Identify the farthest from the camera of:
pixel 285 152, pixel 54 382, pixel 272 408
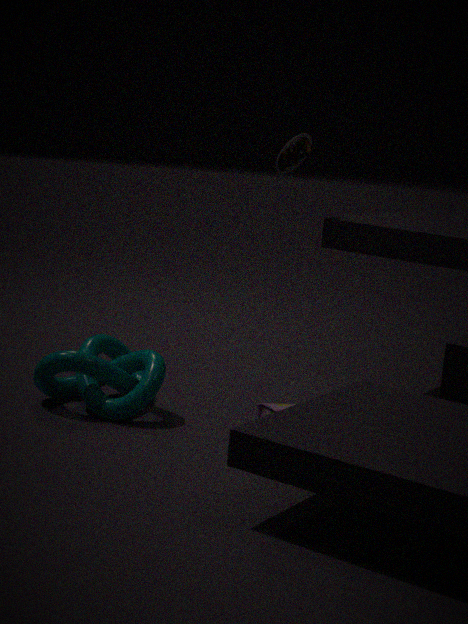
pixel 285 152
